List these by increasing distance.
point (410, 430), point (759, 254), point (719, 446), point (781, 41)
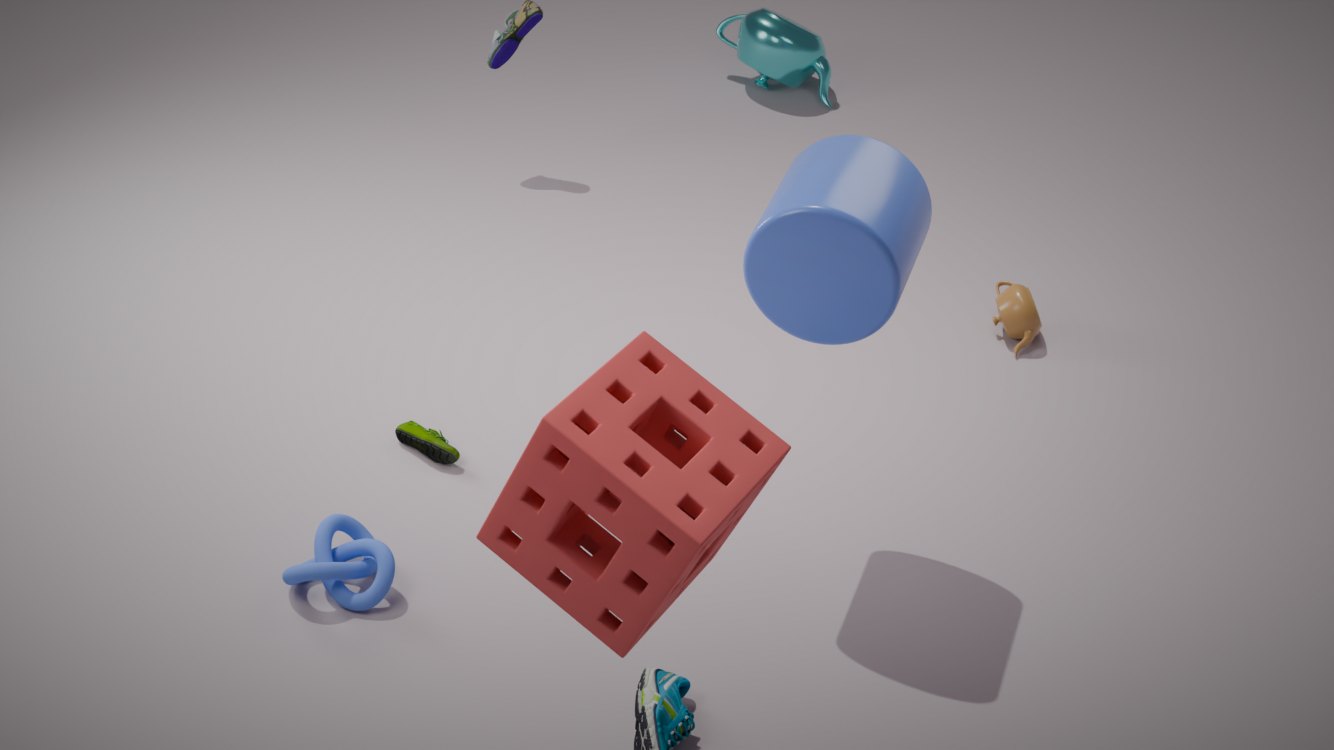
point (719, 446)
point (759, 254)
point (410, 430)
point (781, 41)
